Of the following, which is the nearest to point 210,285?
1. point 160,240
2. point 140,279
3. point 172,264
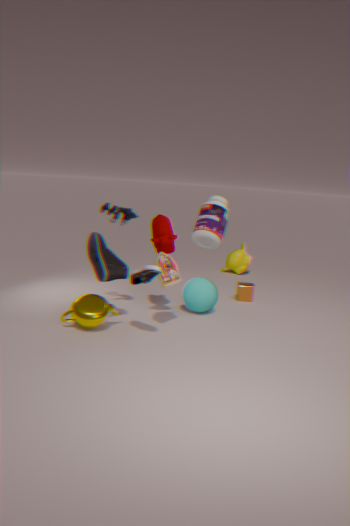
point 172,264
